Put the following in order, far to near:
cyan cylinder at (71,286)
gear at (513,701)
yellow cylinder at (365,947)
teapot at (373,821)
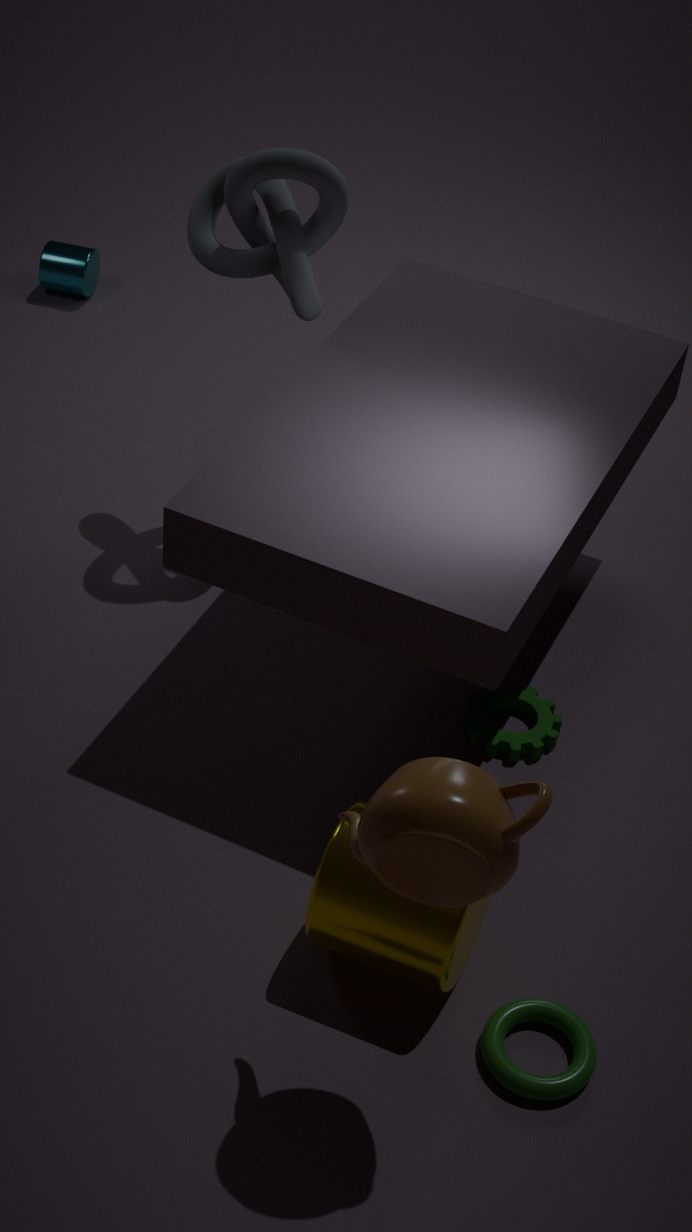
cyan cylinder at (71,286), gear at (513,701), yellow cylinder at (365,947), teapot at (373,821)
